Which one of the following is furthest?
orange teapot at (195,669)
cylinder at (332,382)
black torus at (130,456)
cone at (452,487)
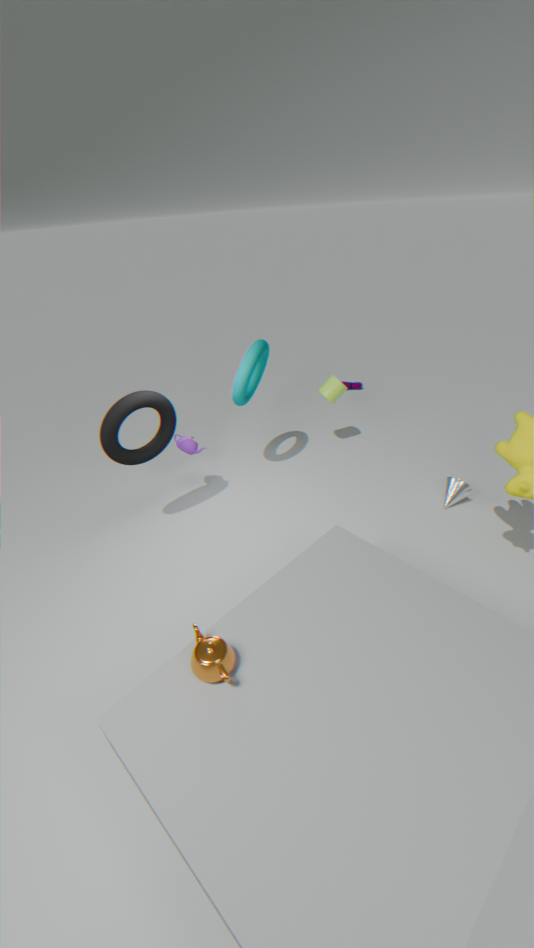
cylinder at (332,382)
